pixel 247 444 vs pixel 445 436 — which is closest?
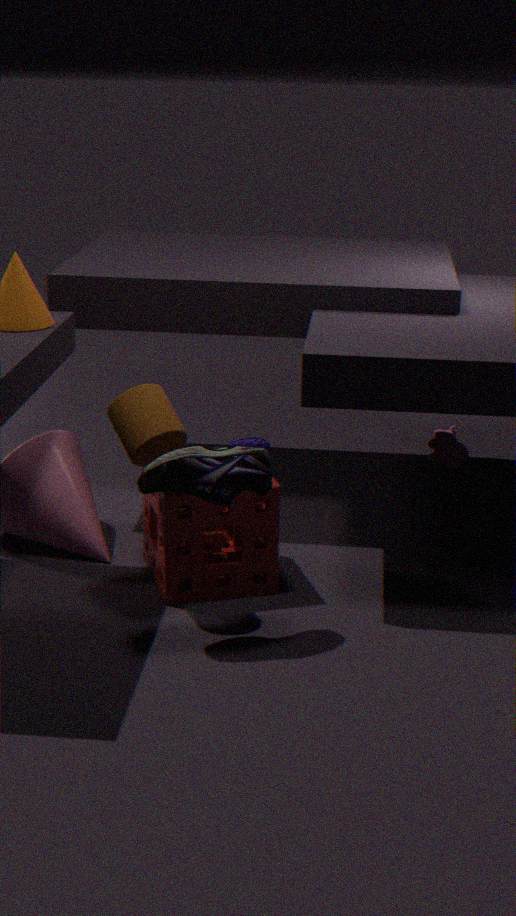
pixel 247 444
